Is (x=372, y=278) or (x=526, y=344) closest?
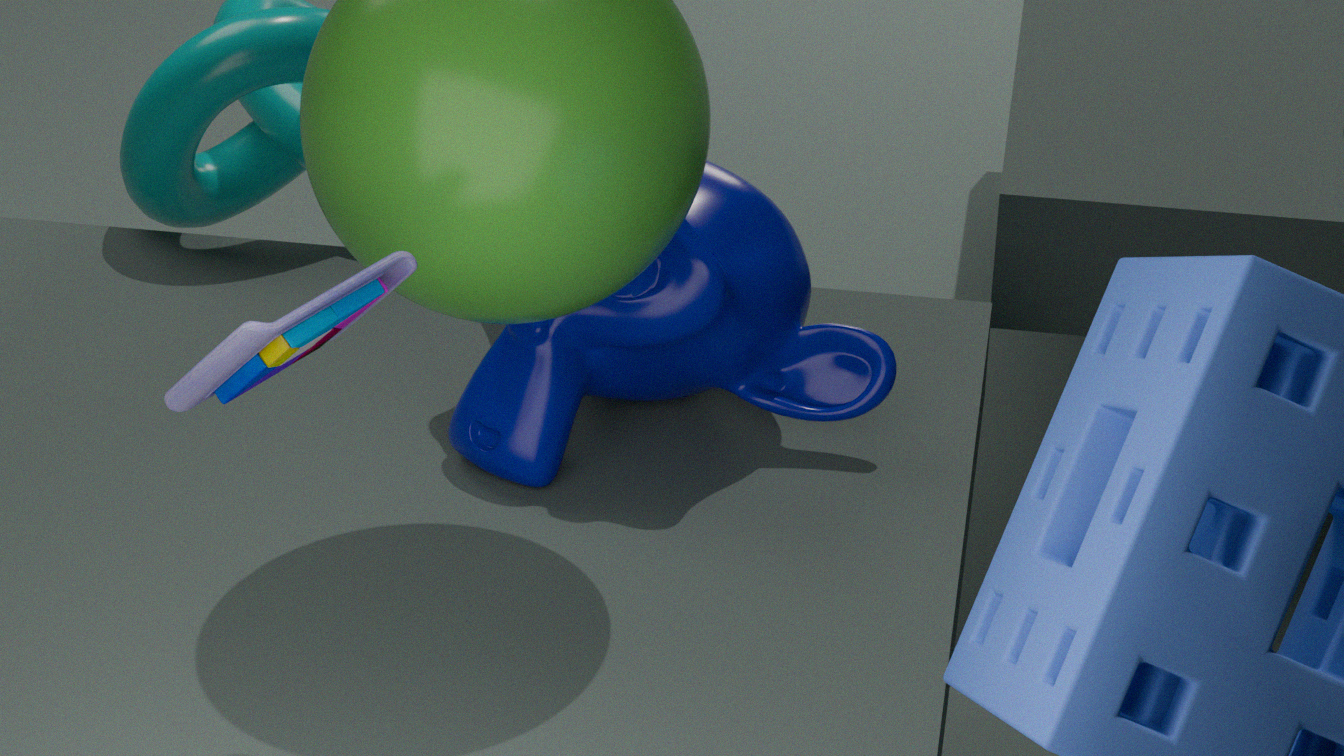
(x=372, y=278)
